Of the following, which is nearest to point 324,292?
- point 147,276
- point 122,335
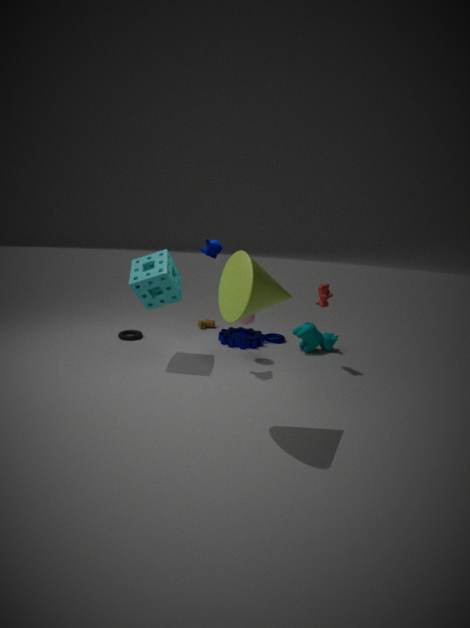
point 147,276
